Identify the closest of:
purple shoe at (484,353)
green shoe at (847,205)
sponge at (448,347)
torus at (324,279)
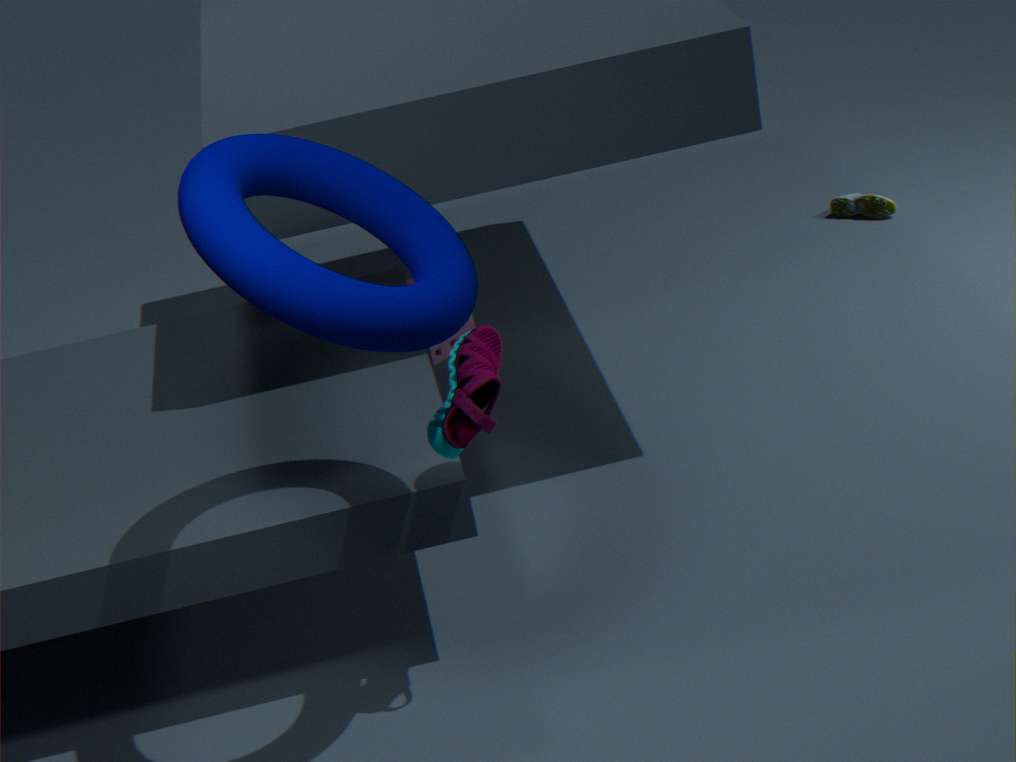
torus at (324,279)
